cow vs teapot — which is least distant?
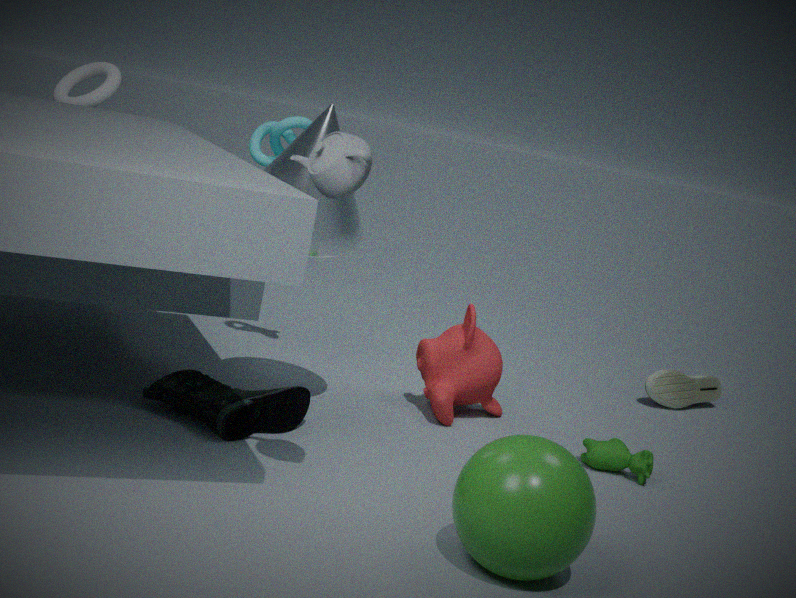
teapot
